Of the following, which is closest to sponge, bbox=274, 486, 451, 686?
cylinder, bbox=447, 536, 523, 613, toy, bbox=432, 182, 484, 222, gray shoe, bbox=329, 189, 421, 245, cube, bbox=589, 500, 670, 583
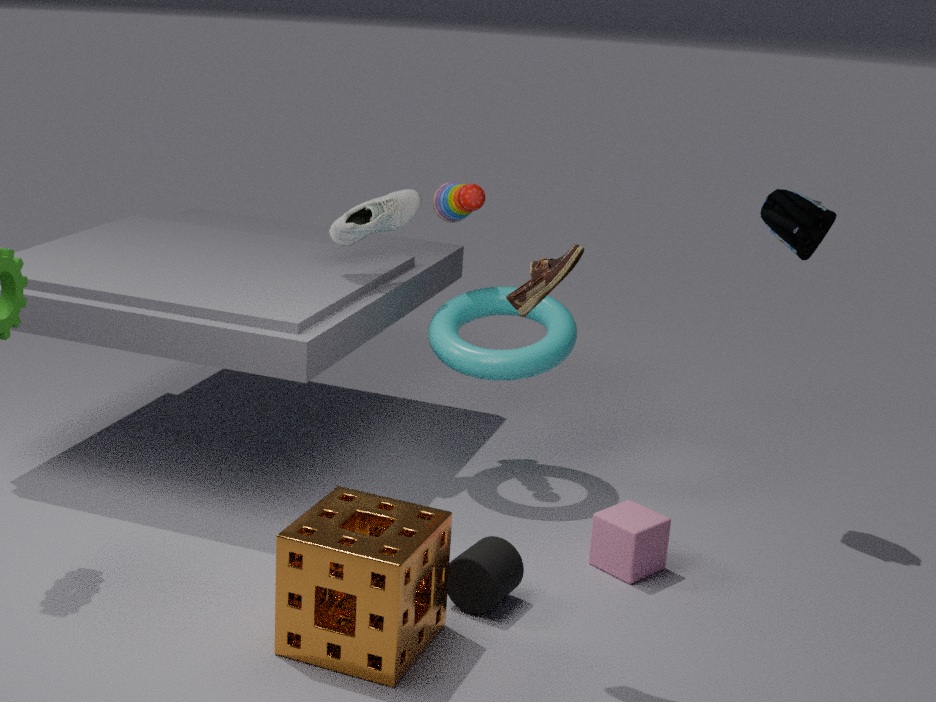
cylinder, bbox=447, 536, 523, 613
